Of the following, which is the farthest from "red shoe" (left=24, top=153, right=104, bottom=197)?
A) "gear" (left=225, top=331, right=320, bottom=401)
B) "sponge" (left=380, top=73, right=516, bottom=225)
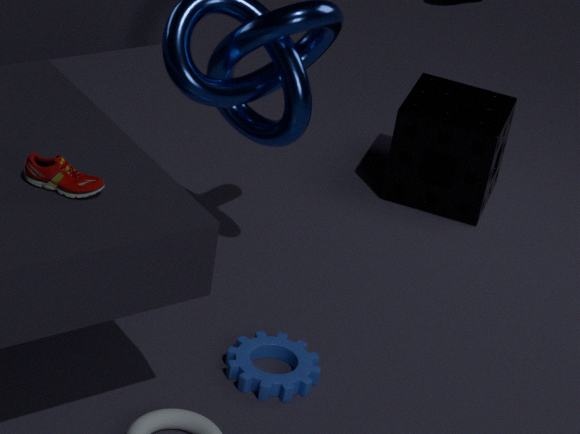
"sponge" (left=380, top=73, right=516, bottom=225)
